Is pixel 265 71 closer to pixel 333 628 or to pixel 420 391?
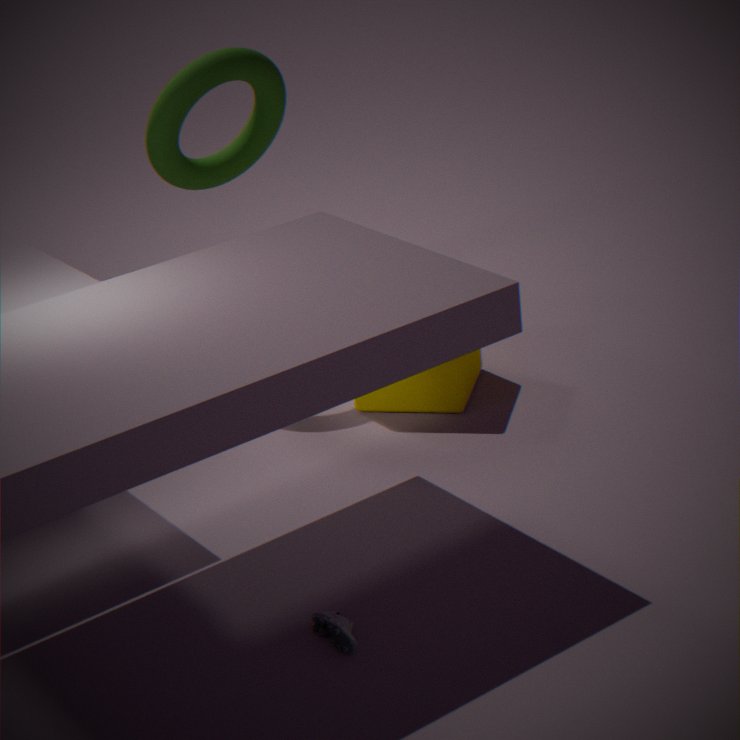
pixel 420 391
